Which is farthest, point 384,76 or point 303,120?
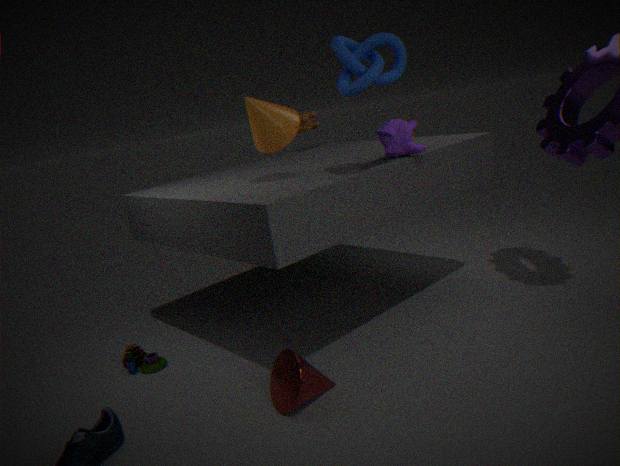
point 303,120
